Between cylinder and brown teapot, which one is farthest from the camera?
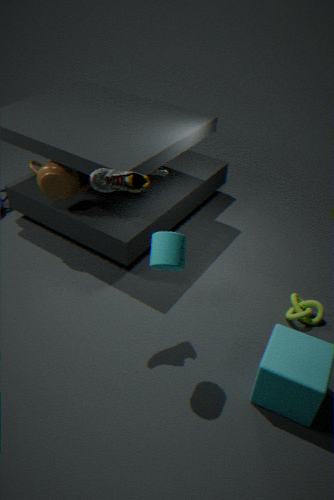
brown teapot
